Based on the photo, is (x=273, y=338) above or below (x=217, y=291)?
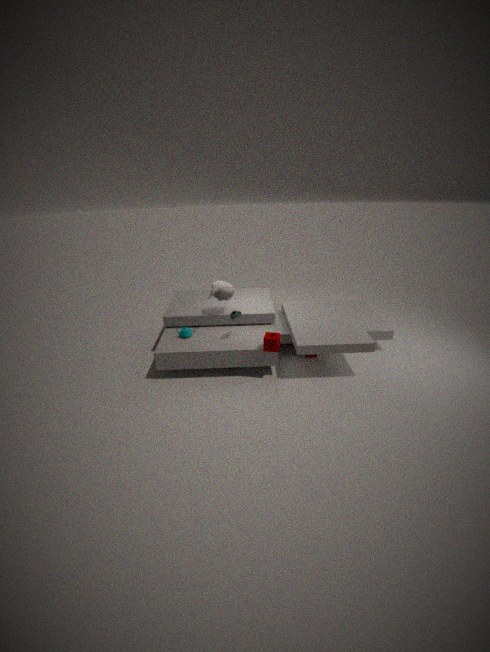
below
